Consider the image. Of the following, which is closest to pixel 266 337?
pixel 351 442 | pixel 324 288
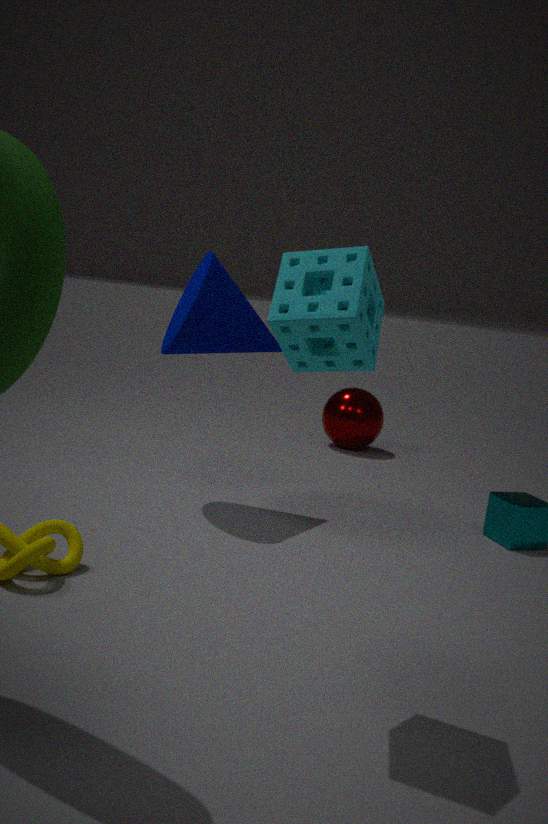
pixel 324 288
